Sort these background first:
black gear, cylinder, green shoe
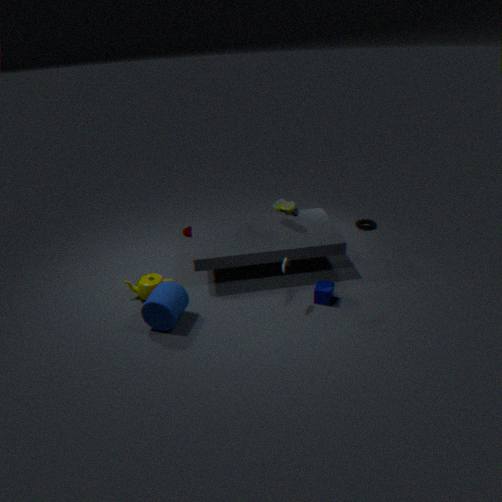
black gear → green shoe → cylinder
